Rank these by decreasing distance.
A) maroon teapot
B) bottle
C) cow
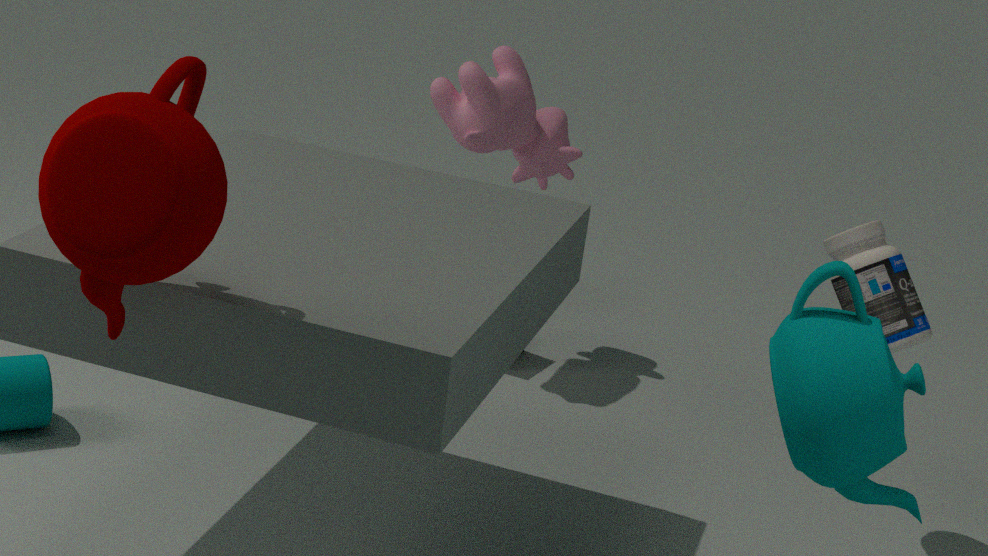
cow
bottle
maroon teapot
